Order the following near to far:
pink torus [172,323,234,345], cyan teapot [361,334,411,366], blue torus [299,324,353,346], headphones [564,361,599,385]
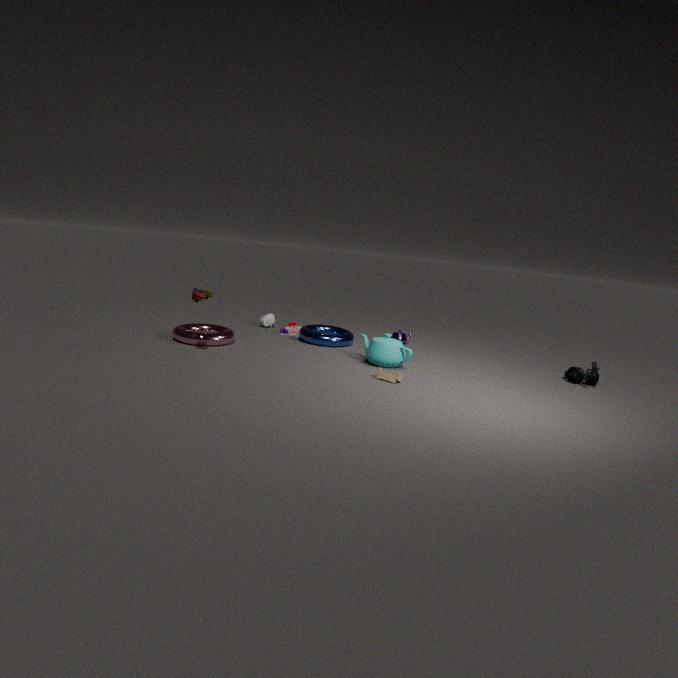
cyan teapot [361,334,411,366]
headphones [564,361,599,385]
pink torus [172,323,234,345]
blue torus [299,324,353,346]
